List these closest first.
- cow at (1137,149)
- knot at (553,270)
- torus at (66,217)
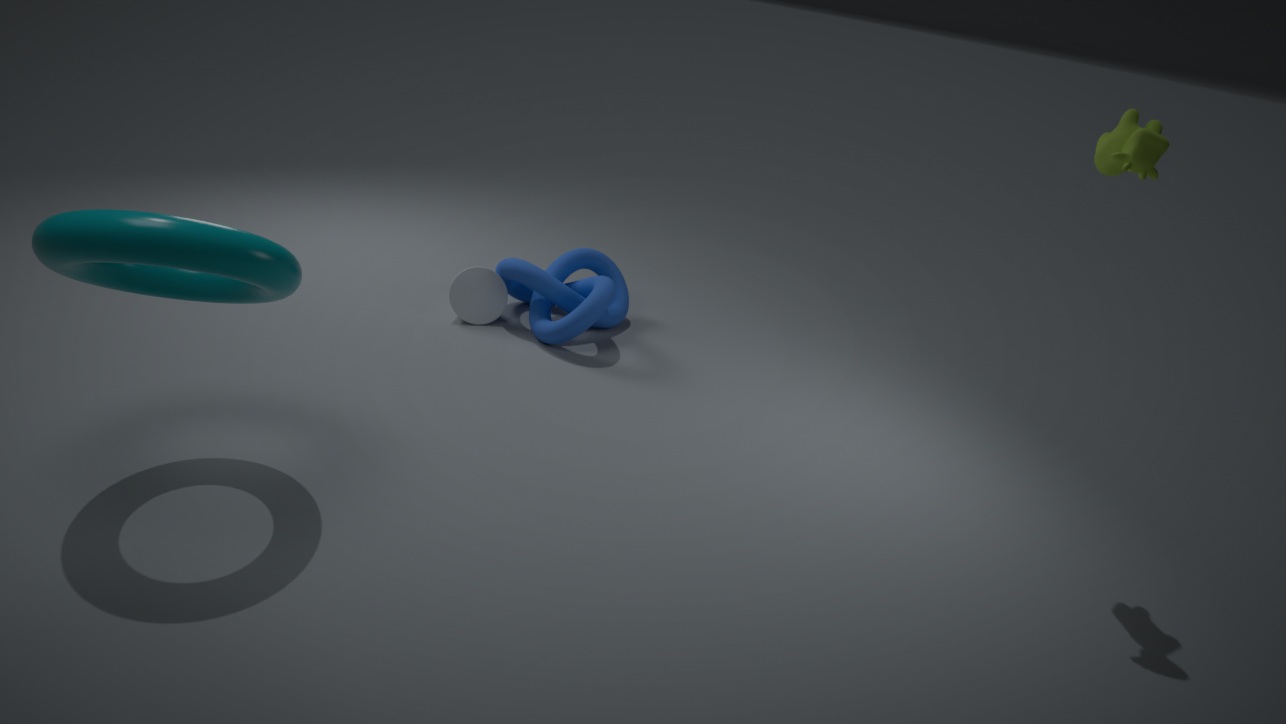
torus at (66,217) → cow at (1137,149) → knot at (553,270)
